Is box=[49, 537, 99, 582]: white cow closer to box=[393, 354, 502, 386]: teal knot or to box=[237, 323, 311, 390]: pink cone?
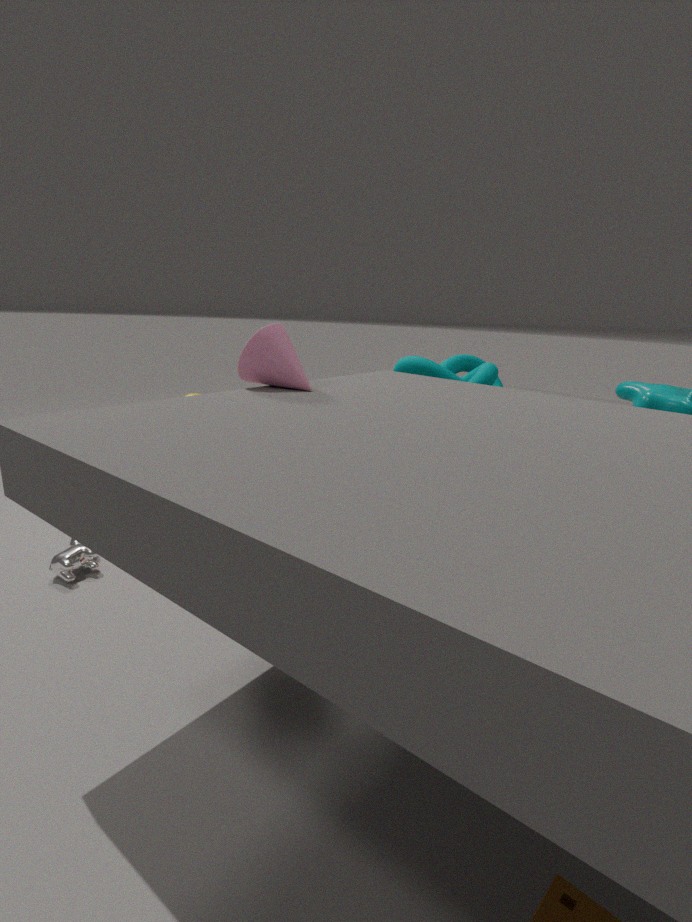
box=[237, 323, 311, 390]: pink cone
